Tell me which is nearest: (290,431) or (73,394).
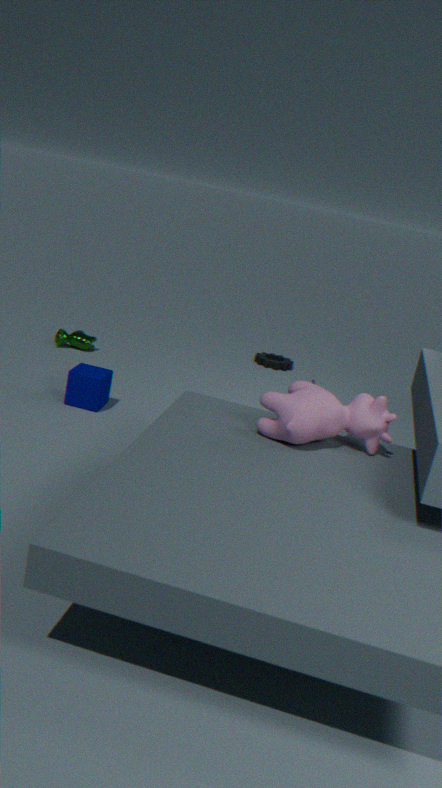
(290,431)
